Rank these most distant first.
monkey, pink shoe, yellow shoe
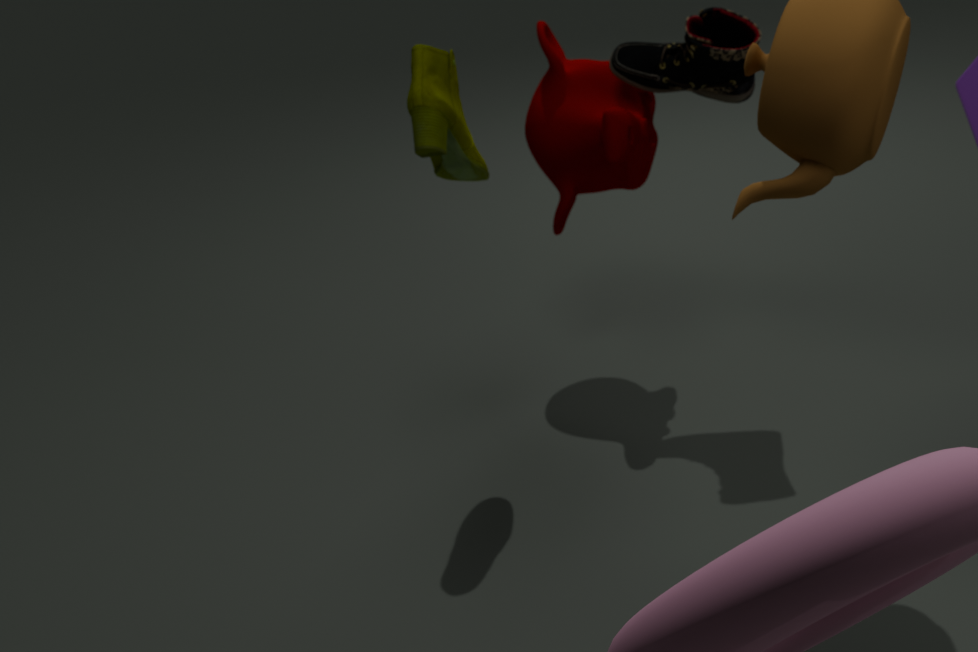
monkey < pink shoe < yellow shoe
